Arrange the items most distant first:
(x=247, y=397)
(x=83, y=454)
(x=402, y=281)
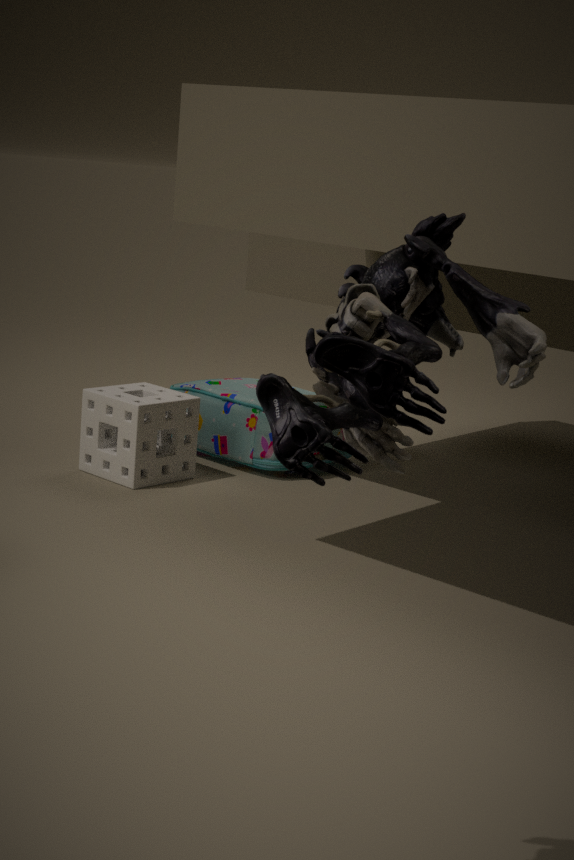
(x=247, y=397), (x=83, y=454), (x=402, y=281)
